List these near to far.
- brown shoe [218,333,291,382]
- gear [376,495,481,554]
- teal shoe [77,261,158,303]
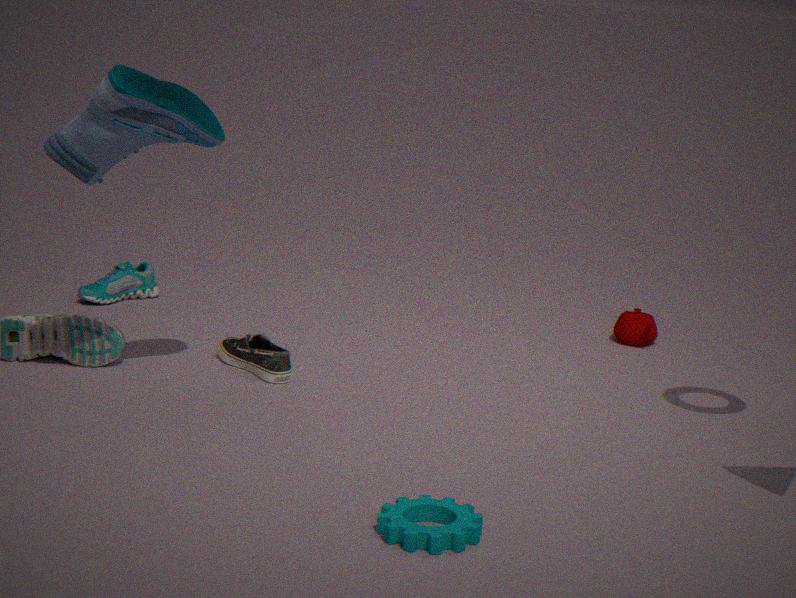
gear [376,495,481,554] → brown shoe [218,333,291,382] → teal shoe [77,261,158,303]
